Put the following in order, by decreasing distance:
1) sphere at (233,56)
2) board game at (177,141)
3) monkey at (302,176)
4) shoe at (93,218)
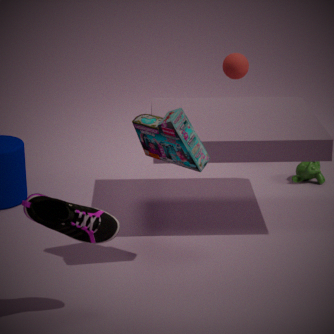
1. 1. sphere at (233,56)
2. 3. monkey at (302,176)
3. 2. board game at (177,141)
4. 4. shoe at (93,218)
